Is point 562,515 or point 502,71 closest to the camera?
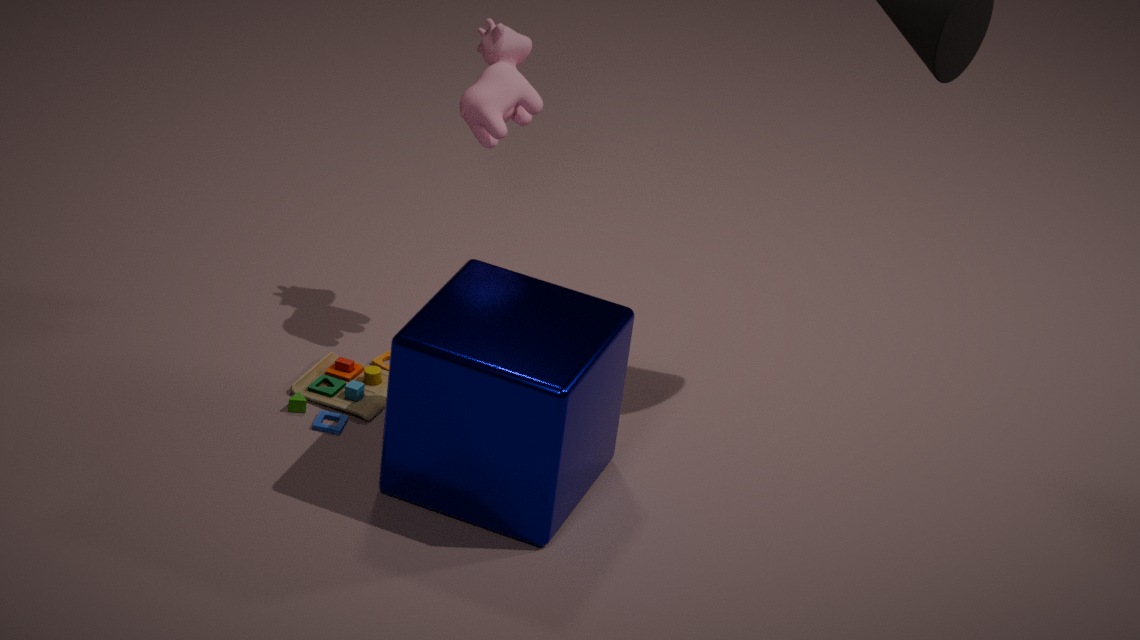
point 562,515
